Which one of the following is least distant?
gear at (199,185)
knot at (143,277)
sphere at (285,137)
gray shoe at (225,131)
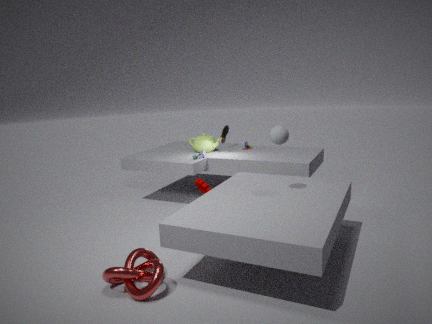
knot at (143,277)
